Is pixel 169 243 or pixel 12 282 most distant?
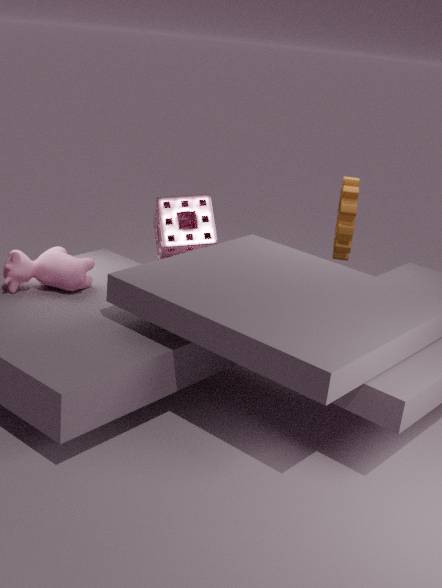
pixel 169 243
